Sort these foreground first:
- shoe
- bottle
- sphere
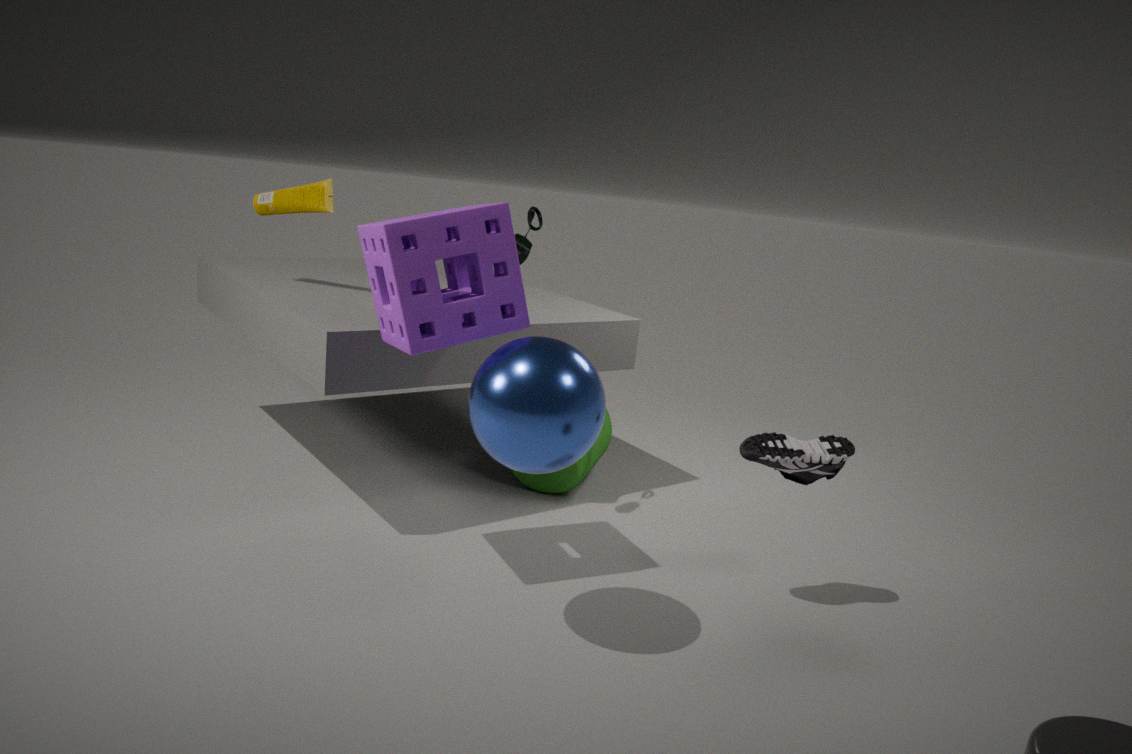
sphere
shoe
bottle
